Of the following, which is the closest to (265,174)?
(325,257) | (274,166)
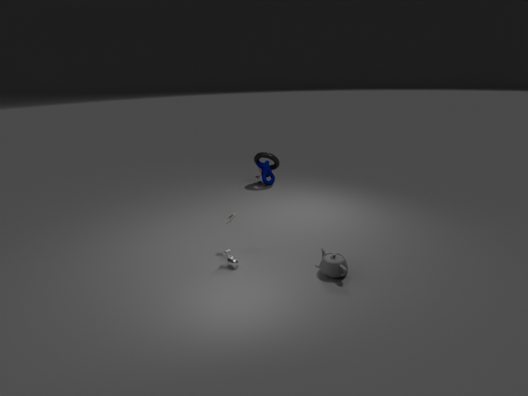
(274,166)
